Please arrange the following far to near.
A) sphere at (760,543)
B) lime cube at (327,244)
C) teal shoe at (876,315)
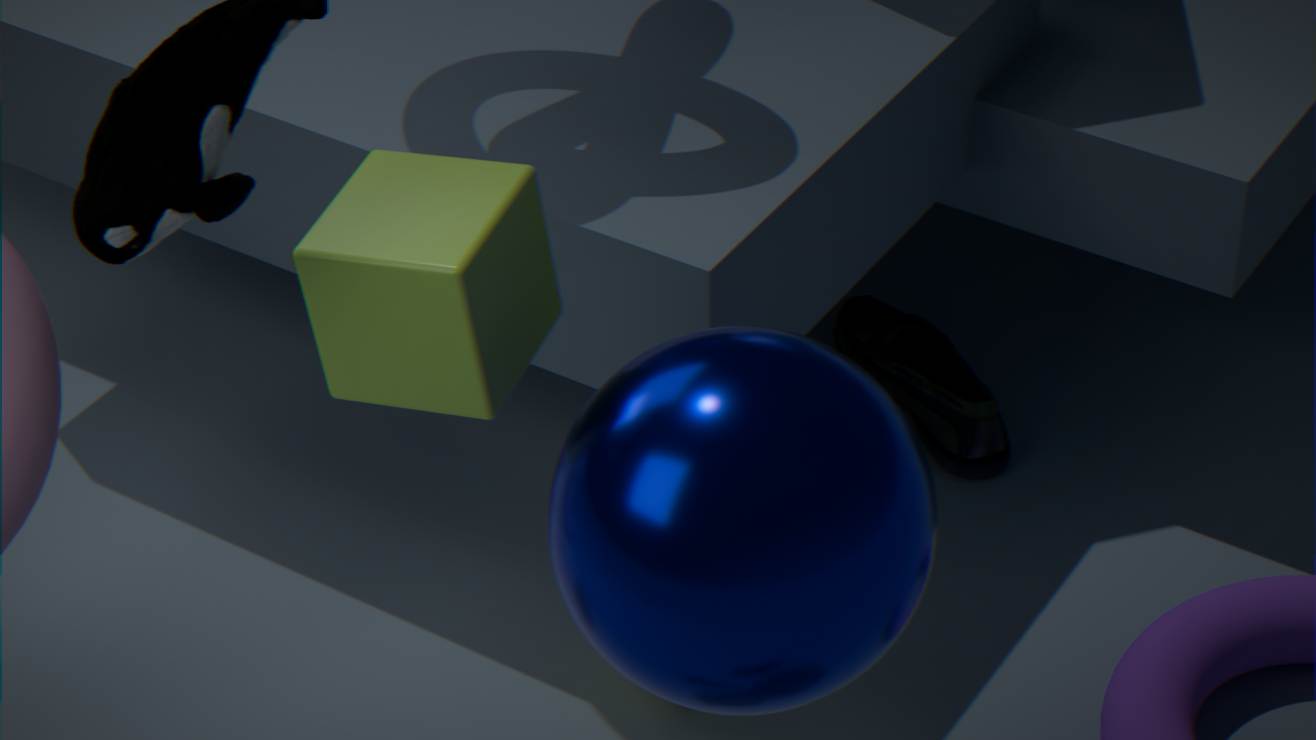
teal shoe at (876,315) → lime cube at (327,244) → sphere at (760,543)
